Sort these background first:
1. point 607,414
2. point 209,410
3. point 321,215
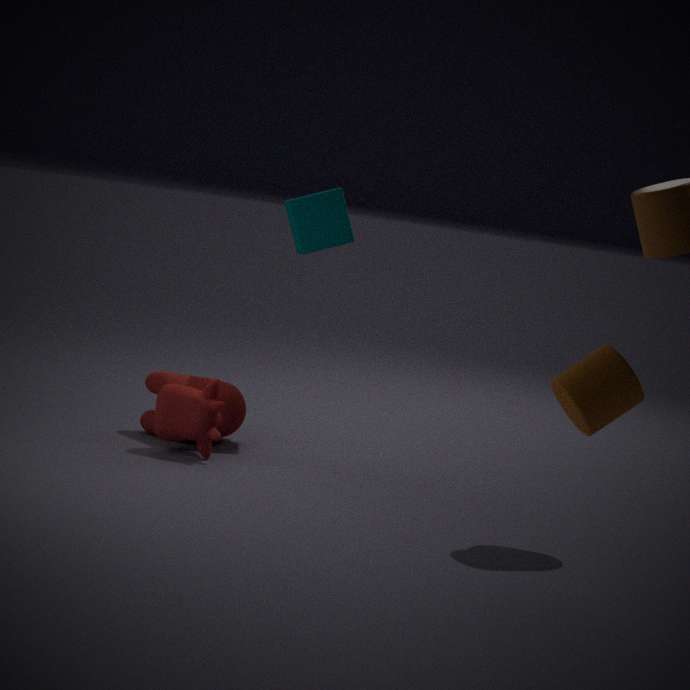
point 321,215, point 209,410, point 607,414
